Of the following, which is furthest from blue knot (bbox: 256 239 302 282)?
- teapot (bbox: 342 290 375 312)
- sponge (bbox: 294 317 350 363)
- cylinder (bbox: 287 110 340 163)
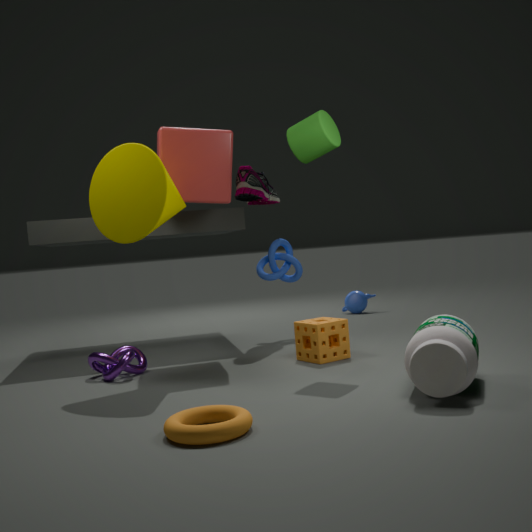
teapot (bbox: 342 290 375 312)
